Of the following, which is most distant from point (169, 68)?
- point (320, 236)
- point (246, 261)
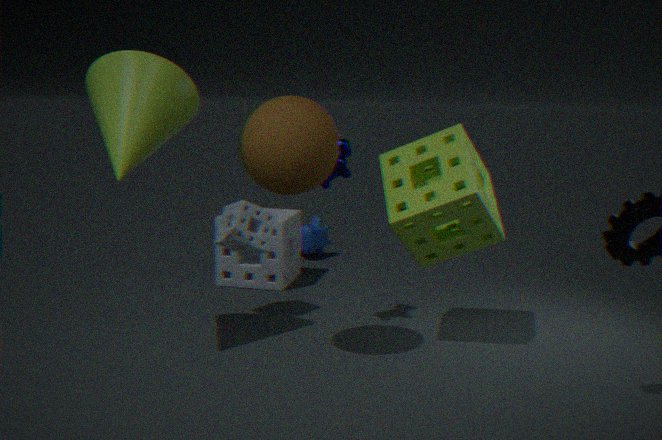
point (320, 236)
